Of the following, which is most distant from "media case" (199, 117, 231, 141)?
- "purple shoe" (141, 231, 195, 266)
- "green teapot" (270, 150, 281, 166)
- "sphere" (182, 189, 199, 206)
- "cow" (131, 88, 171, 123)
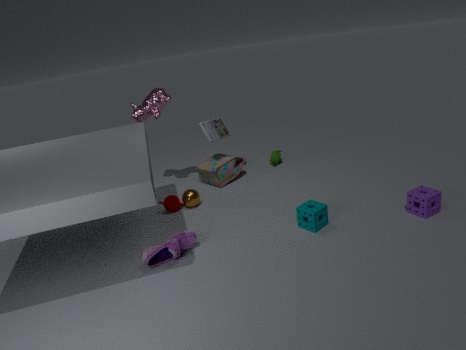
"purple shoe" (141, 231, 195, 266)
